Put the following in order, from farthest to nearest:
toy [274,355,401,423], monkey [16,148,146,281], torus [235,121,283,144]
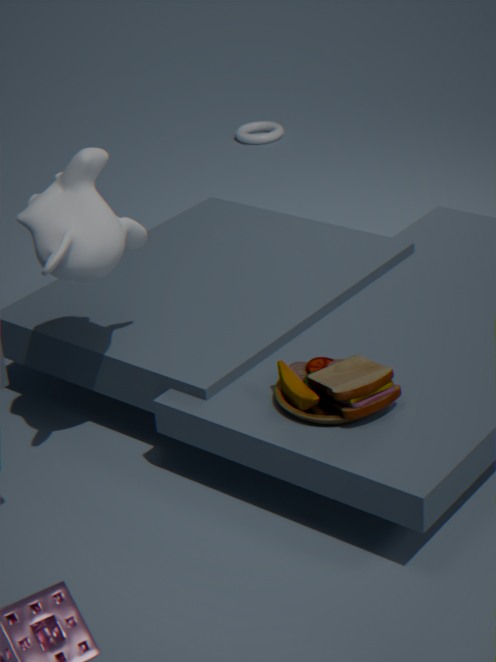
torus [235,121,283,144] < toy [274,355,401,423] < monkey [16,148,146,281]
